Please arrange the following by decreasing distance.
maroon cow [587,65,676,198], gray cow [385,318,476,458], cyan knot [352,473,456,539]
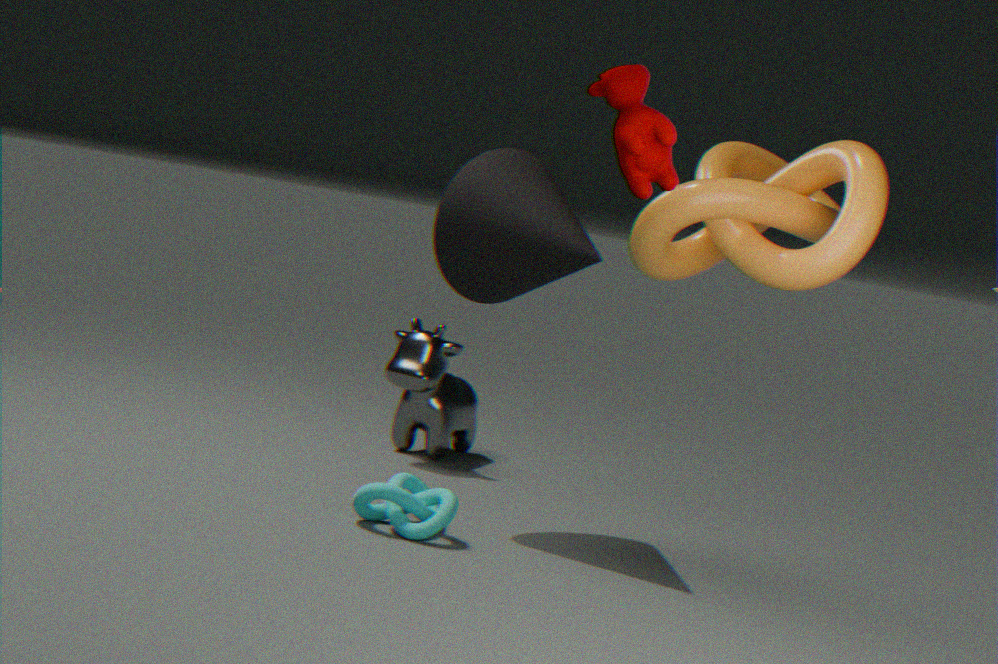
gray cow [385,318,476,458]
cyan knot [352,473,456,539]
maroon cow [587,65,676,198]
